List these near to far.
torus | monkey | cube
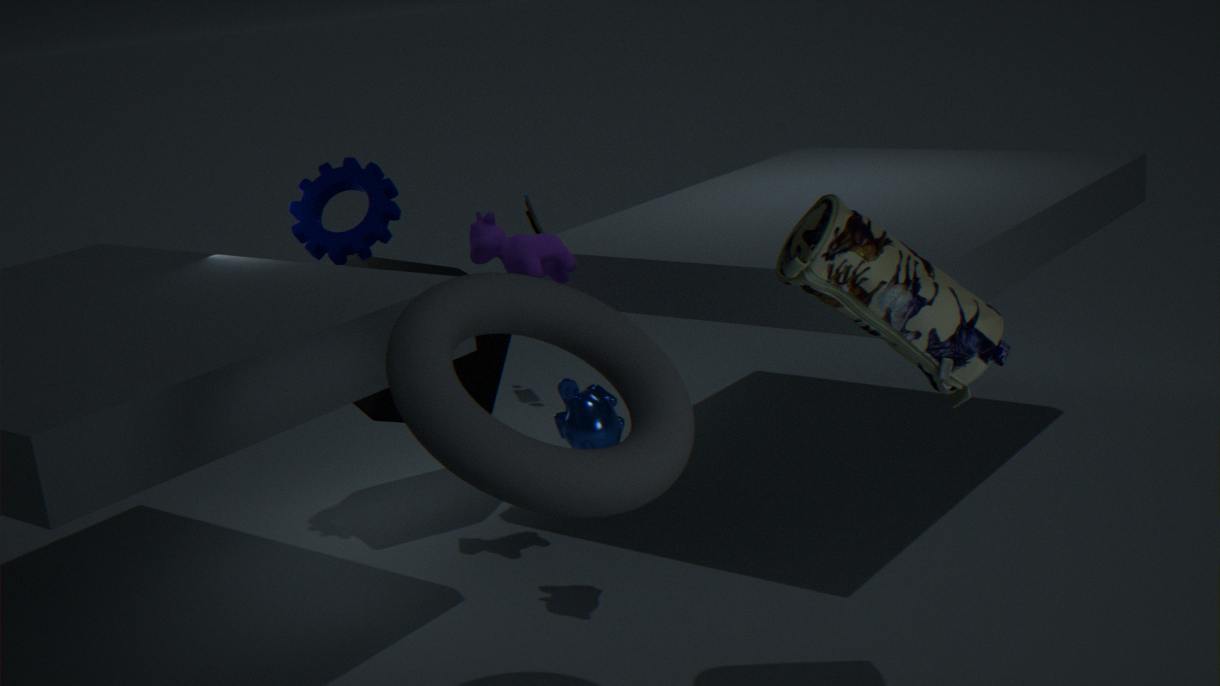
torus → monkey → cube
